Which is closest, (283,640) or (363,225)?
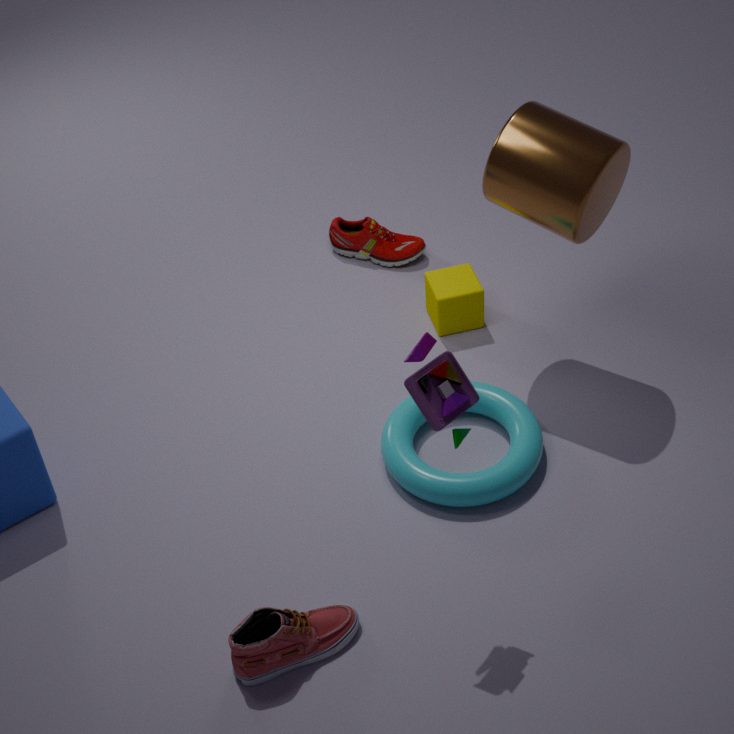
(283,640)
